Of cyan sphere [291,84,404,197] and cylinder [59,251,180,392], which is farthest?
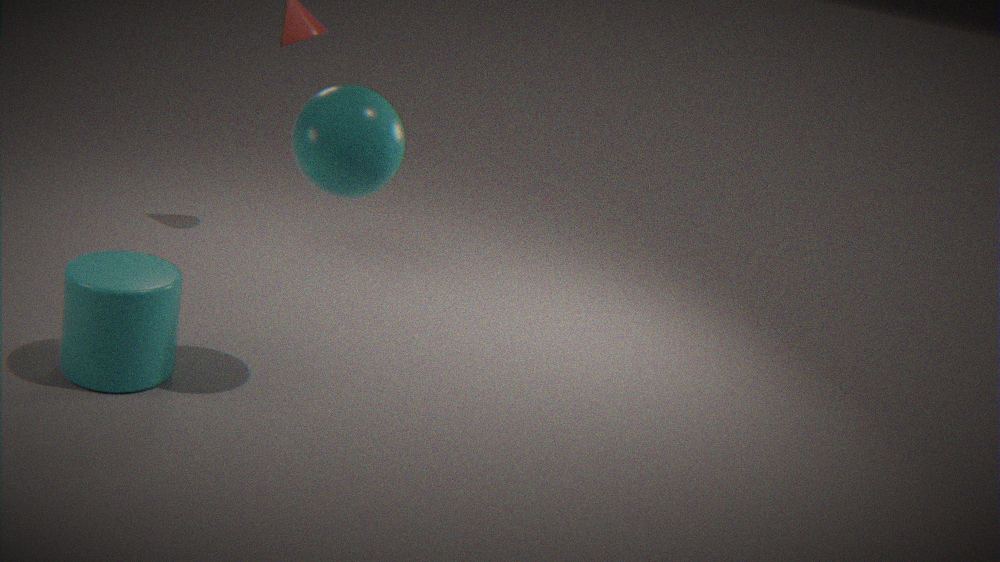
cylinder [59,251,180,392]
